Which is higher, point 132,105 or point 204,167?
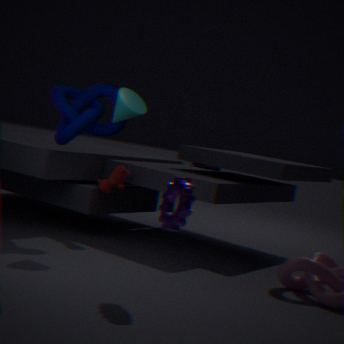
point 132,105
